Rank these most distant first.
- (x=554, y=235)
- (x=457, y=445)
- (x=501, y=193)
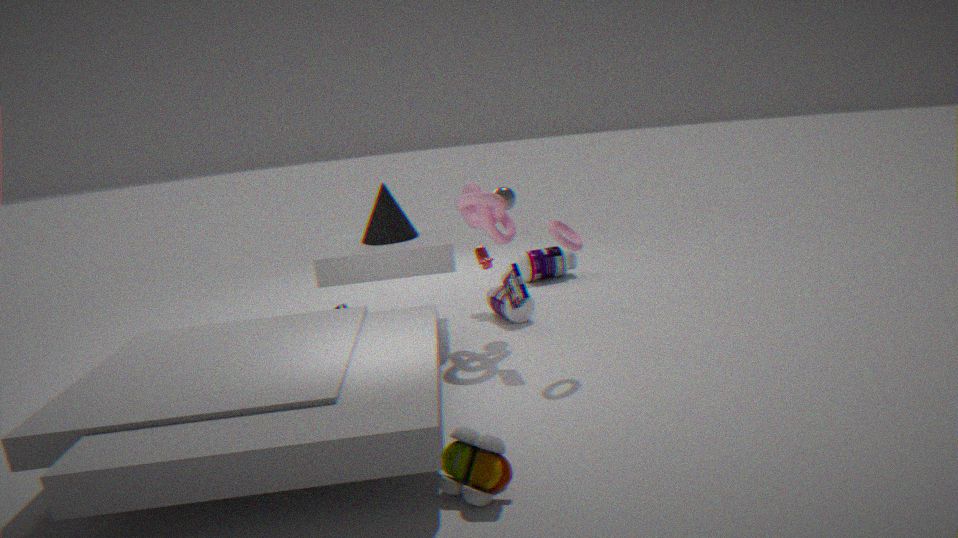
(x=501, y=193)
(x=554, y=235)
(x=457, y=445)
